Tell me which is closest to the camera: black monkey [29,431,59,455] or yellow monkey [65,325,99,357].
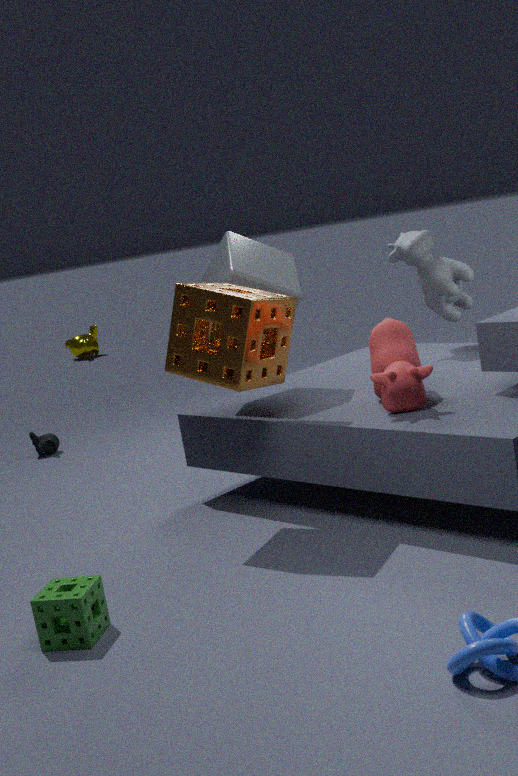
black monkey [29,431,59,455]
